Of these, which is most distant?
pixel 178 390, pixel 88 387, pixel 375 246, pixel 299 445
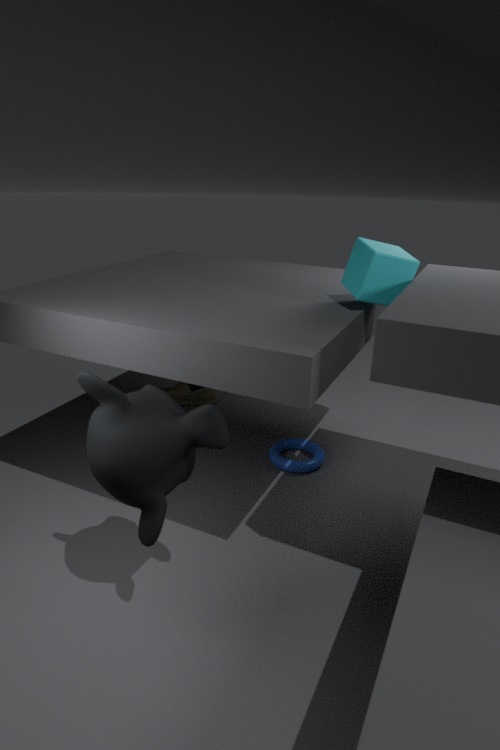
pixel 178 390
